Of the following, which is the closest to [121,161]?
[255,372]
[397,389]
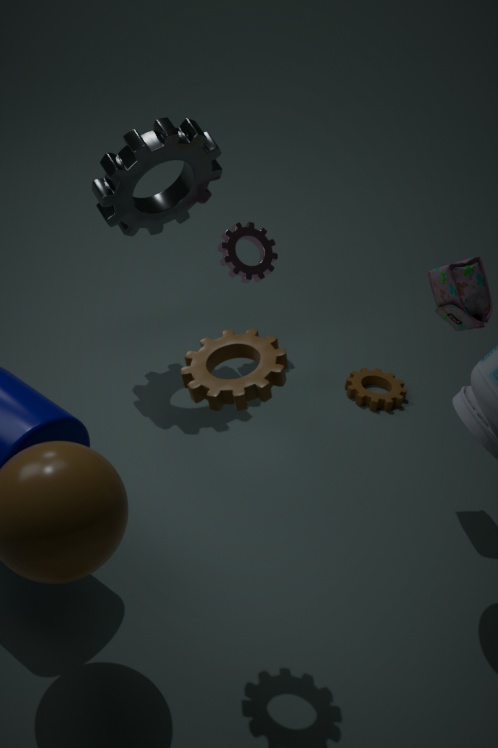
[397,389]
